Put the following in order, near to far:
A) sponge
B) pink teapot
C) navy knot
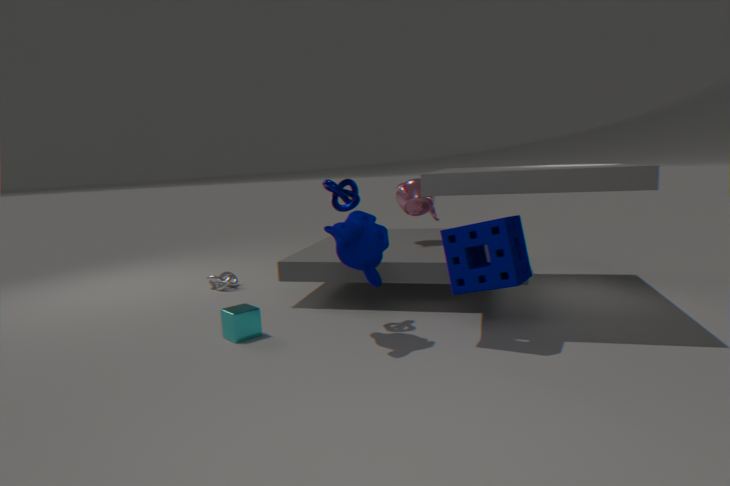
sponge, navy knot, pink teapot
